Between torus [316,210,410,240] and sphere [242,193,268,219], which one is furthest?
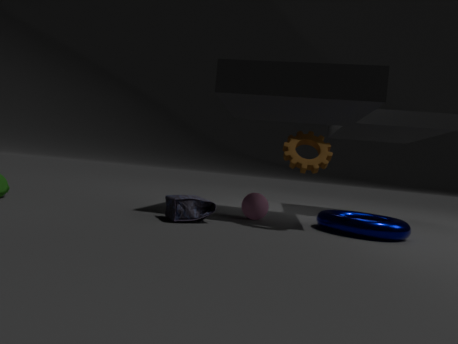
sphere [242,193,268,219]
